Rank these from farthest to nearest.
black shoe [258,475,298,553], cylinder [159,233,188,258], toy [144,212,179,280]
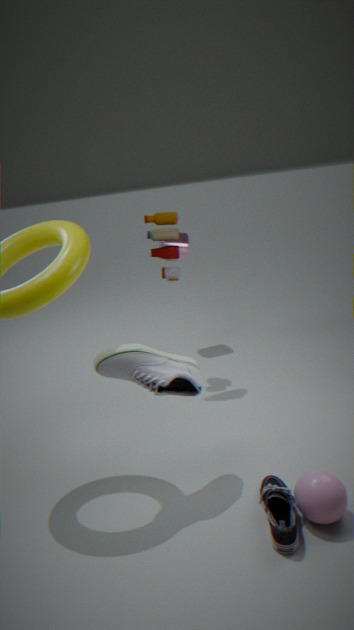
cylinder [159,233,188,258]
toy [144,212,179,280]
black shoe [258,475,298,553]
